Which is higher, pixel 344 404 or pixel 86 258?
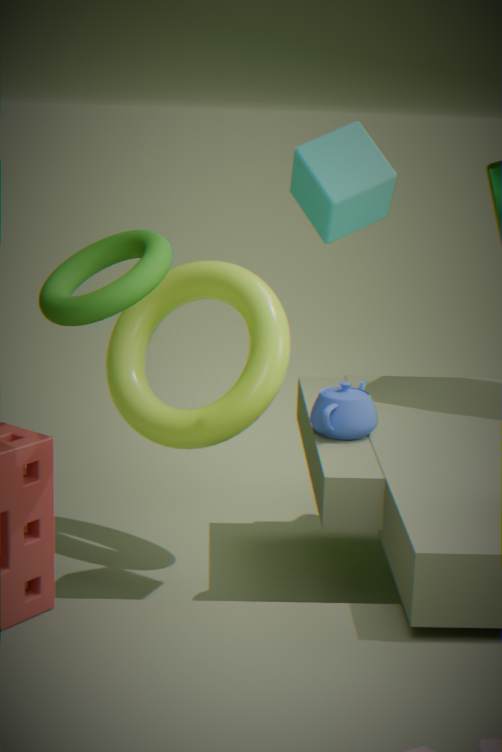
pixel 86 258
